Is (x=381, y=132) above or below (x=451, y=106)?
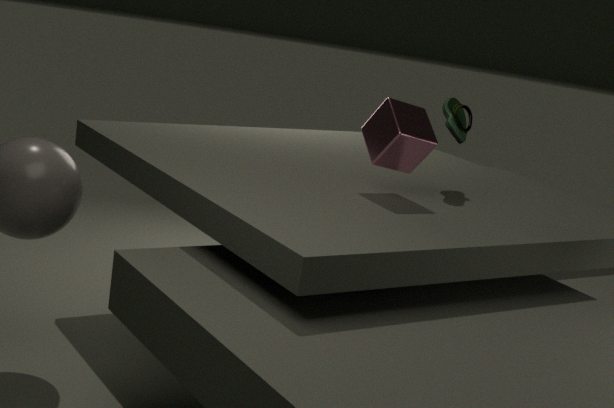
below
